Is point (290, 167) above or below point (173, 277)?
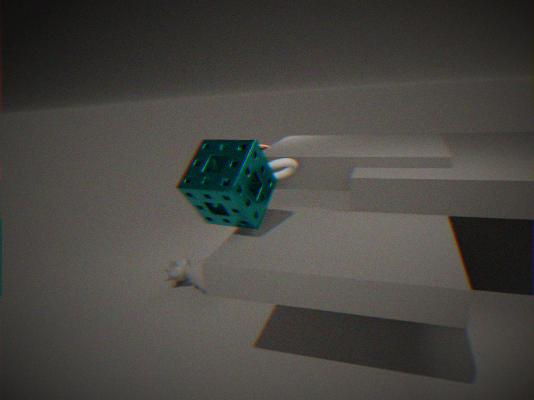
above
